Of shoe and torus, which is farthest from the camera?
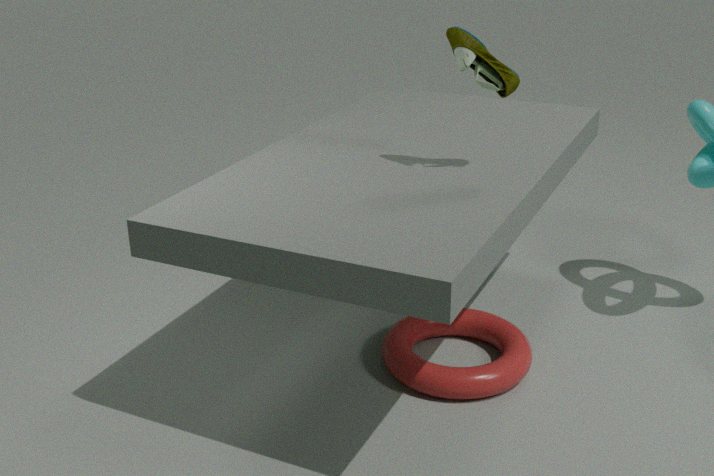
torus
